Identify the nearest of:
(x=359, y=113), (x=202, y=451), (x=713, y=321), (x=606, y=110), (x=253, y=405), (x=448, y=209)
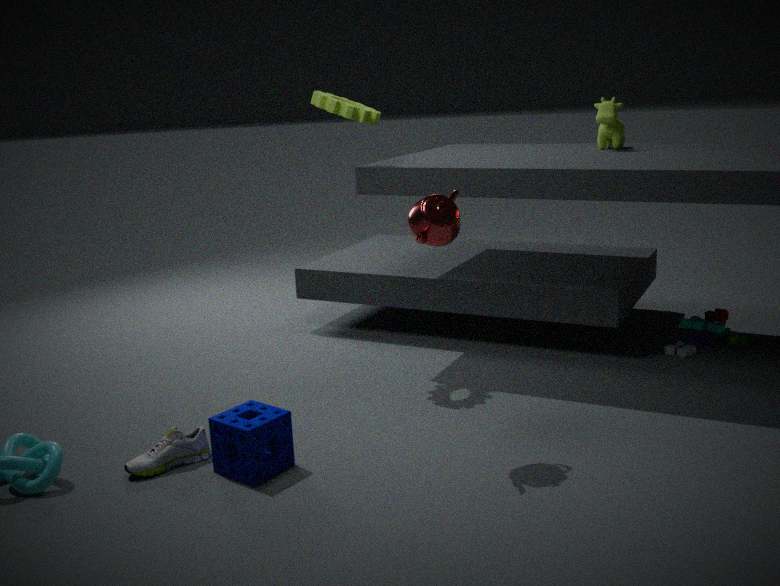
(x=448, y=209)
